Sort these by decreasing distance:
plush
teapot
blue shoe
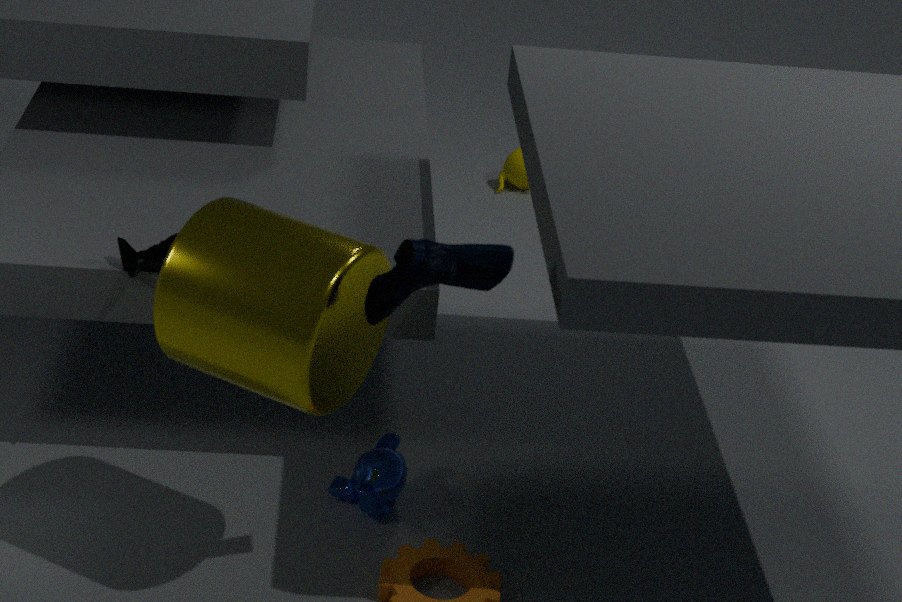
teapot
plush
blue shoe
